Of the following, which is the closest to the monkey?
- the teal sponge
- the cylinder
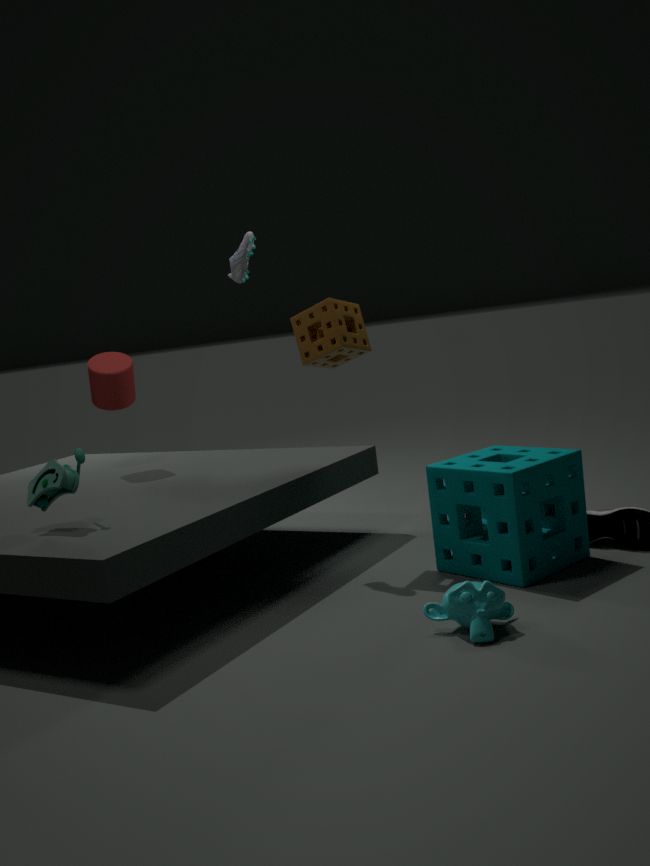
the teal sponge
